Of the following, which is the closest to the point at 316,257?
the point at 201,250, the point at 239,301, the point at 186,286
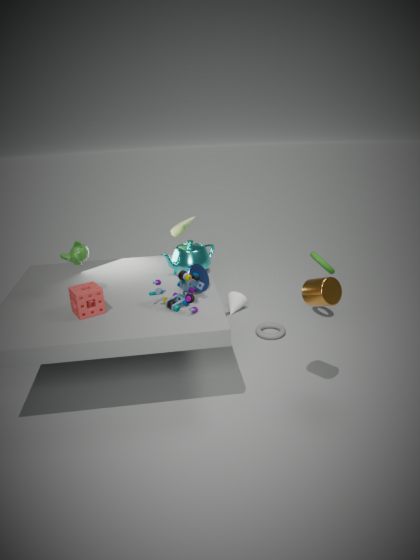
the point at 239,301
